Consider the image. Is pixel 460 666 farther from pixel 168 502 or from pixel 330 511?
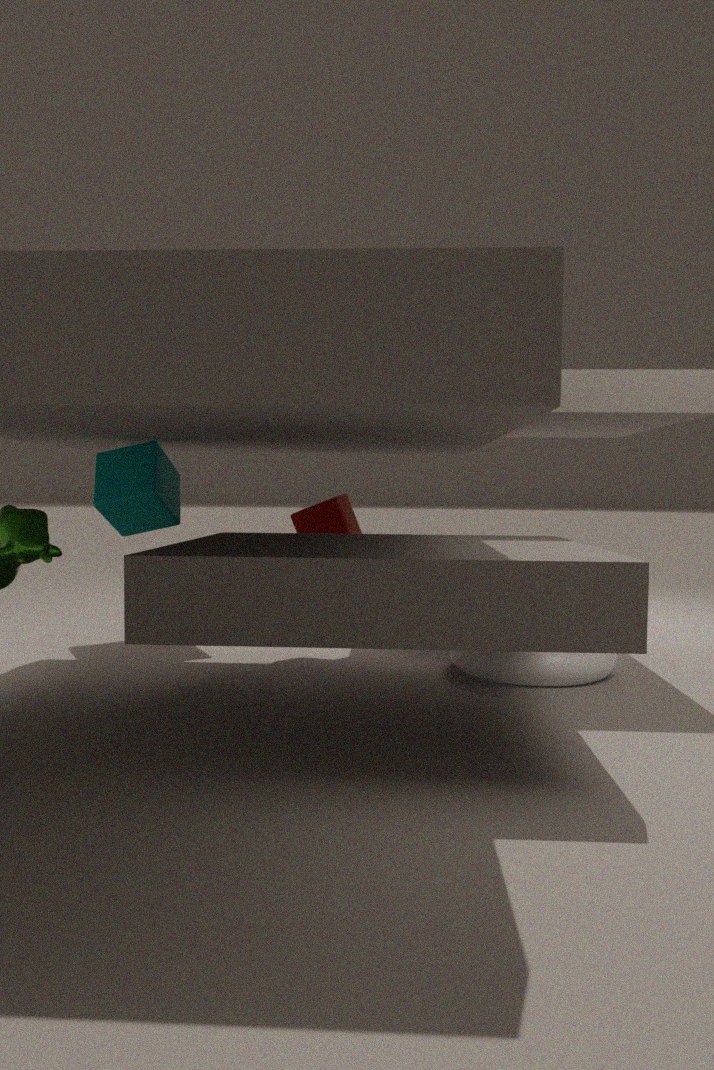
pixel 168 502
